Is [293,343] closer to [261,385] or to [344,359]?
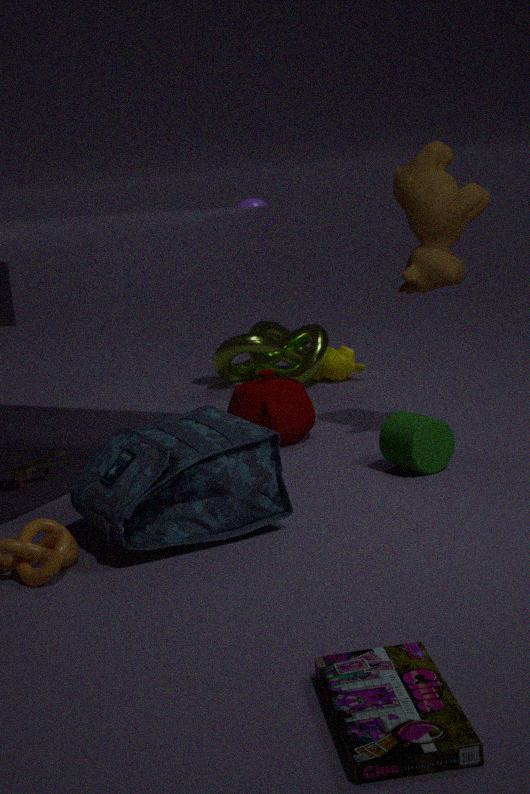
[344,359]
